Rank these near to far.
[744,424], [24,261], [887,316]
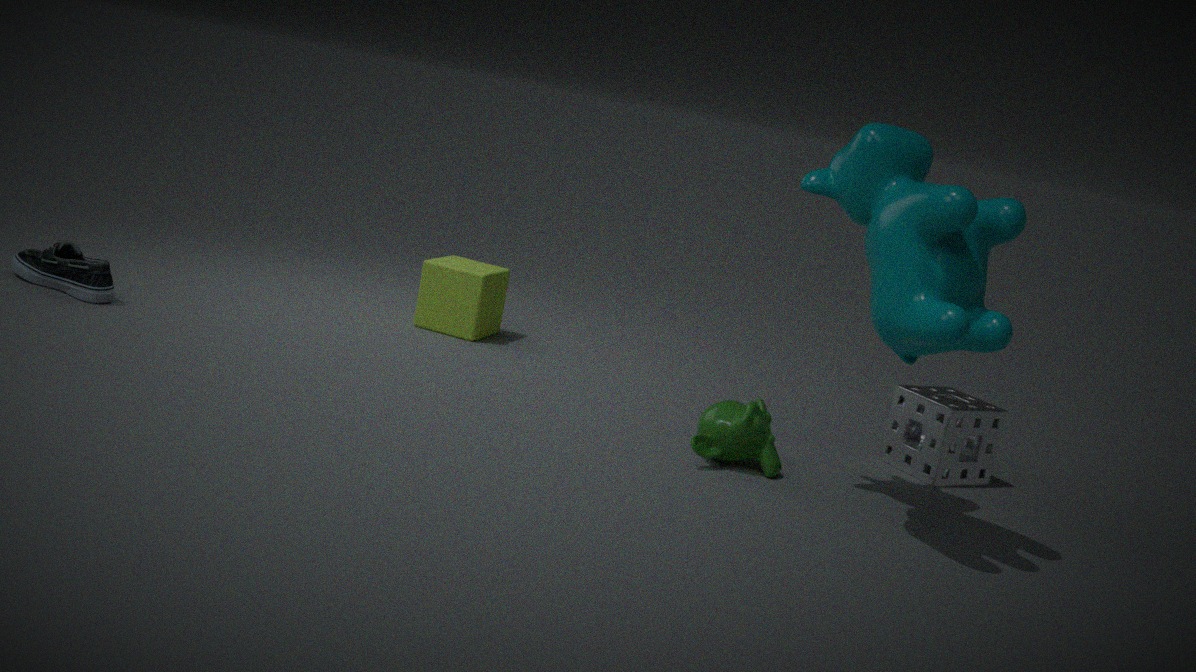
[887,316], [744,424], [24,261]
